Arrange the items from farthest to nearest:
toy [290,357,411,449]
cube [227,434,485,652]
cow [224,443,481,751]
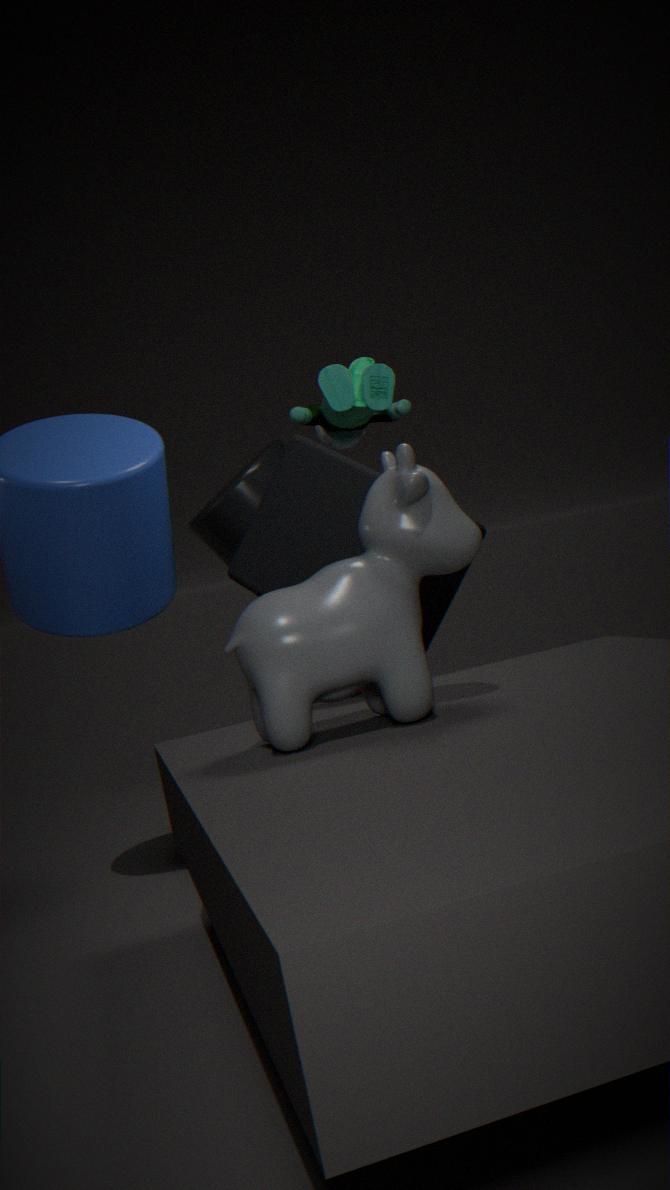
1. toy [290,357,411,449]
2. cube [227,434,485,652]
3. cow [224,443,481,751]
